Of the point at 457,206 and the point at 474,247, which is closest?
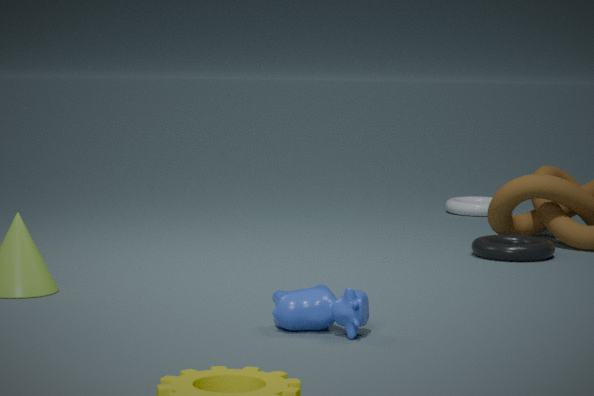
the point at 474,247
